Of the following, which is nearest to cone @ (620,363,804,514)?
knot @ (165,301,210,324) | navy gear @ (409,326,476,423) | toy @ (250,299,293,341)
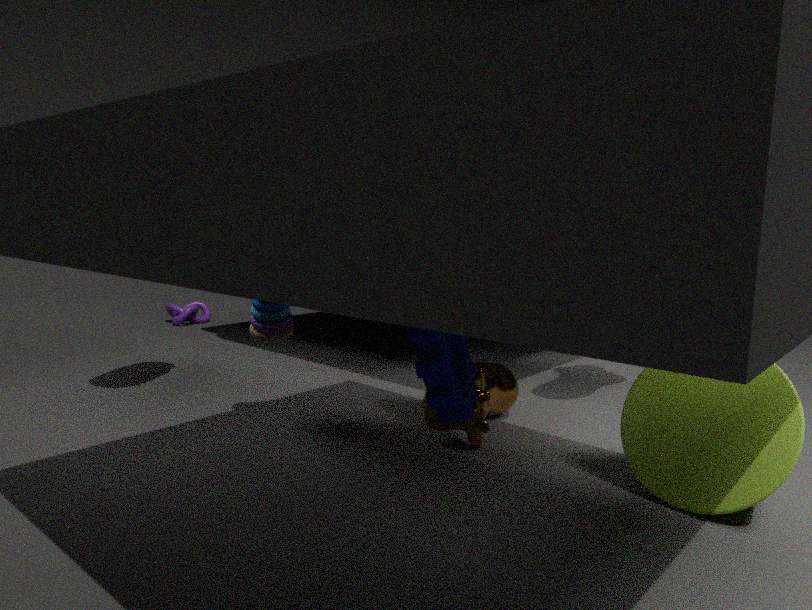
navy gear @ (409,326,476,423)
